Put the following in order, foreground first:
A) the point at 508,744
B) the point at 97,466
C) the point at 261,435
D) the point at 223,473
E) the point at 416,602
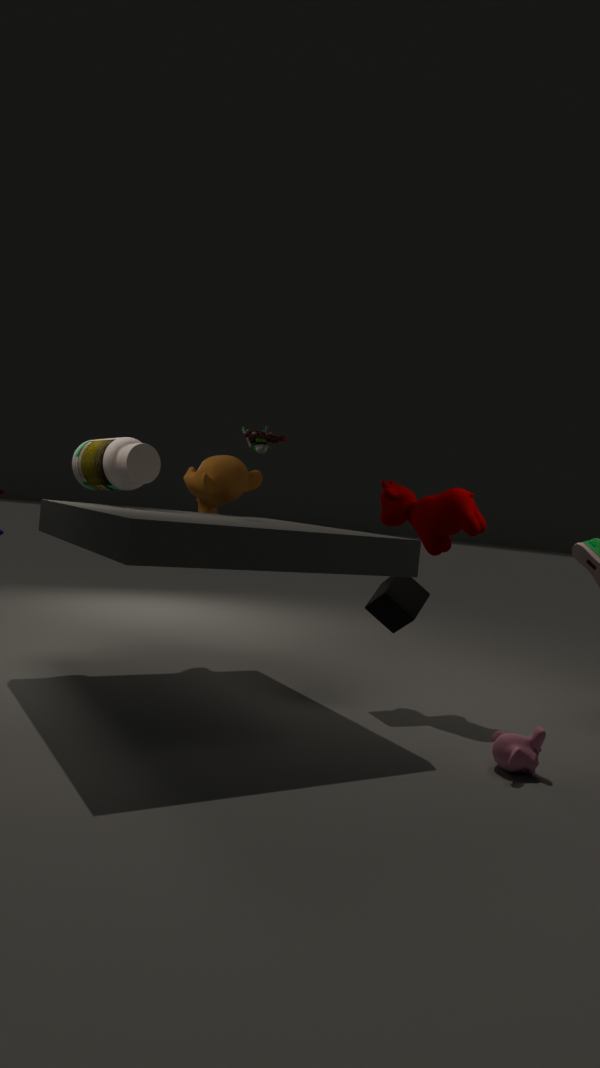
the point at 508,744 < the point at 416,602 < the point at 97,466 < the point at 261,435 < the point at 223,473
